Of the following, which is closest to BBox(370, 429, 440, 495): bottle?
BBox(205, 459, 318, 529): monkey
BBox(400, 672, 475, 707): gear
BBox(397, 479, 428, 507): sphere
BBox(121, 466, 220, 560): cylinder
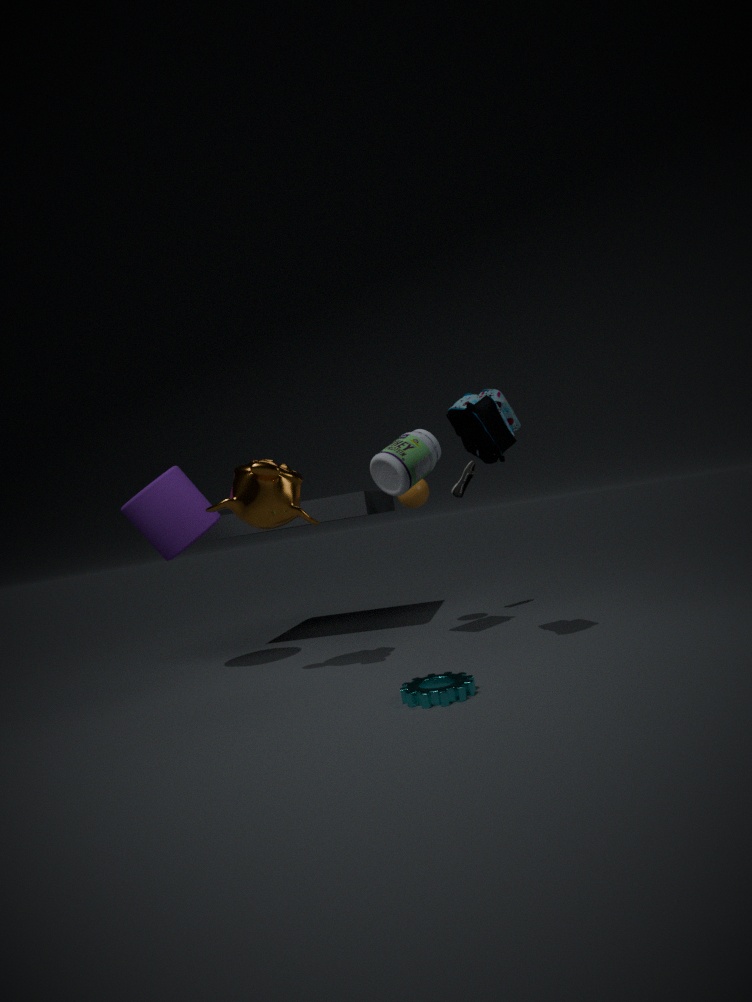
BBox(397, 479, 428, 507): sphere
